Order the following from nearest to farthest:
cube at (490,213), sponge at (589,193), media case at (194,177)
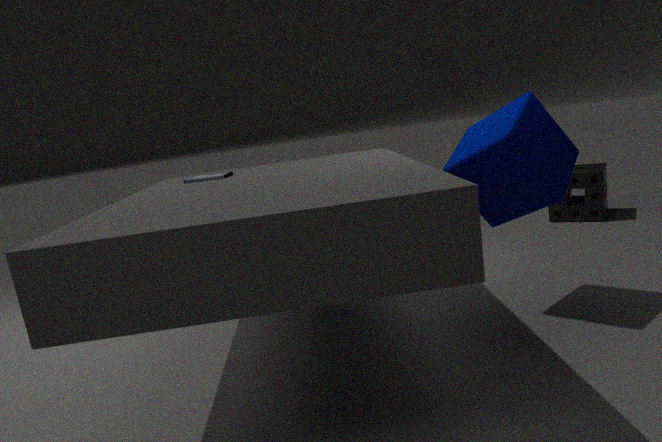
1. cube at (490,213)
2. media case at (194,177)
3. sponge at (589,193)
